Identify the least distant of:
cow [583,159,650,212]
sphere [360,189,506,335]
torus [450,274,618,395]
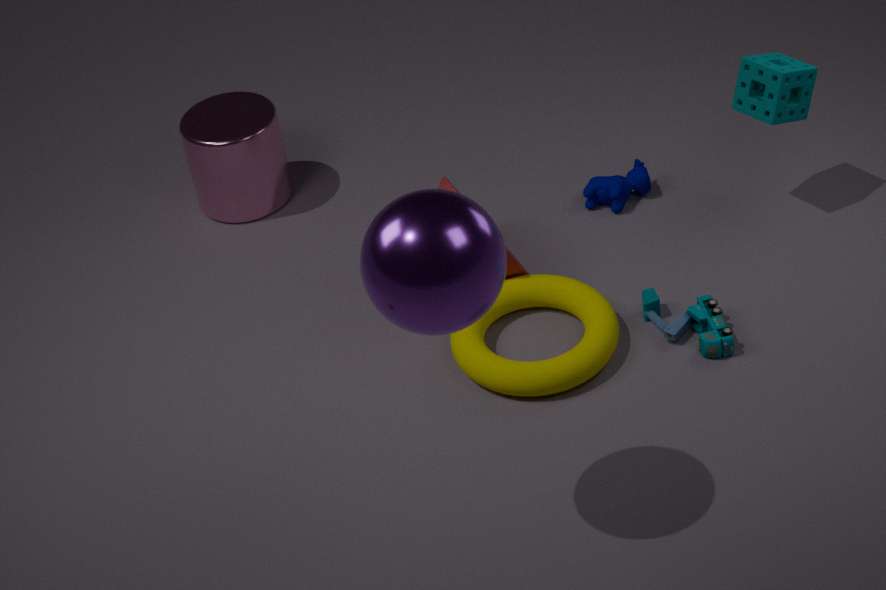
sphere [360,189,506,335]
